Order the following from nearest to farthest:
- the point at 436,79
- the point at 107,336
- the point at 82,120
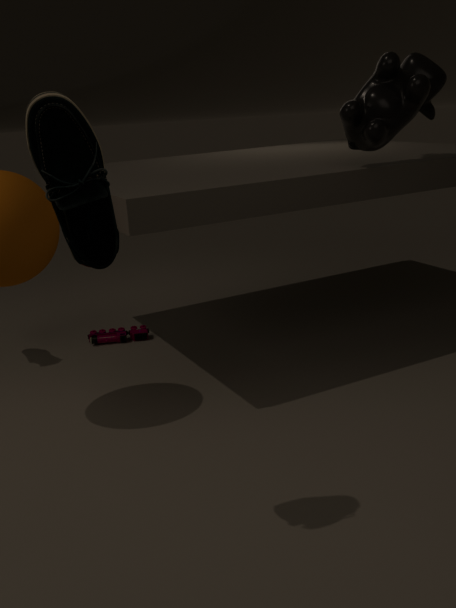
the point at 82,120
the point at 436,79
the point at 107,336
